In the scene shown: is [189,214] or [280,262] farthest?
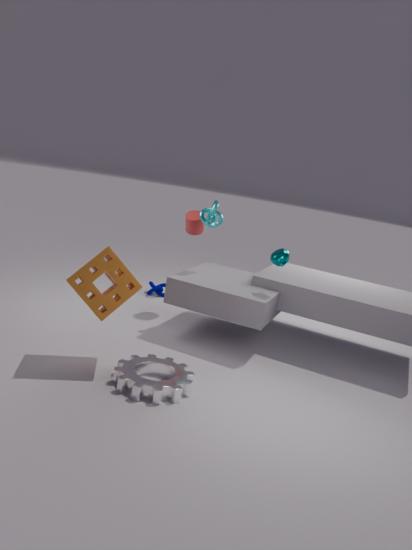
[189,214]
